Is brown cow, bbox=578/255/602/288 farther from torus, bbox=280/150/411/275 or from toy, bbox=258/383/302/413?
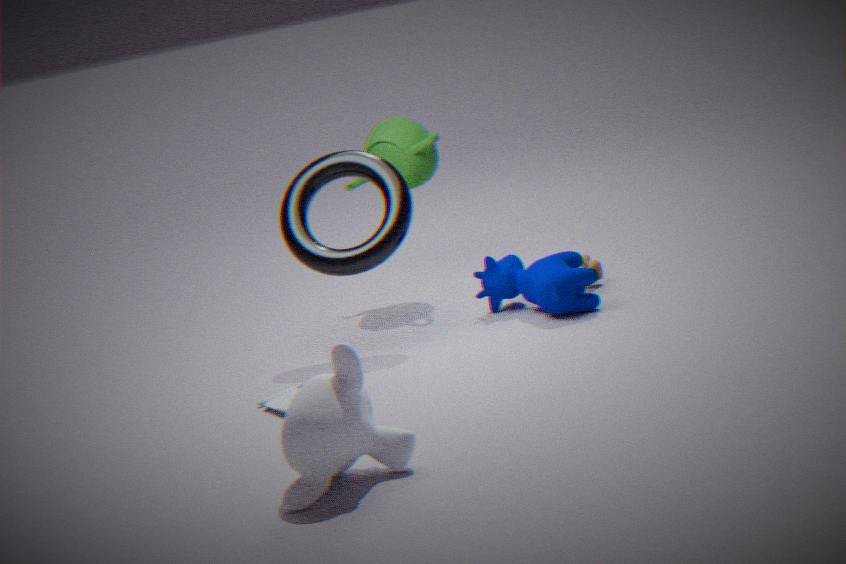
toy, bbox=258/383/302/413
